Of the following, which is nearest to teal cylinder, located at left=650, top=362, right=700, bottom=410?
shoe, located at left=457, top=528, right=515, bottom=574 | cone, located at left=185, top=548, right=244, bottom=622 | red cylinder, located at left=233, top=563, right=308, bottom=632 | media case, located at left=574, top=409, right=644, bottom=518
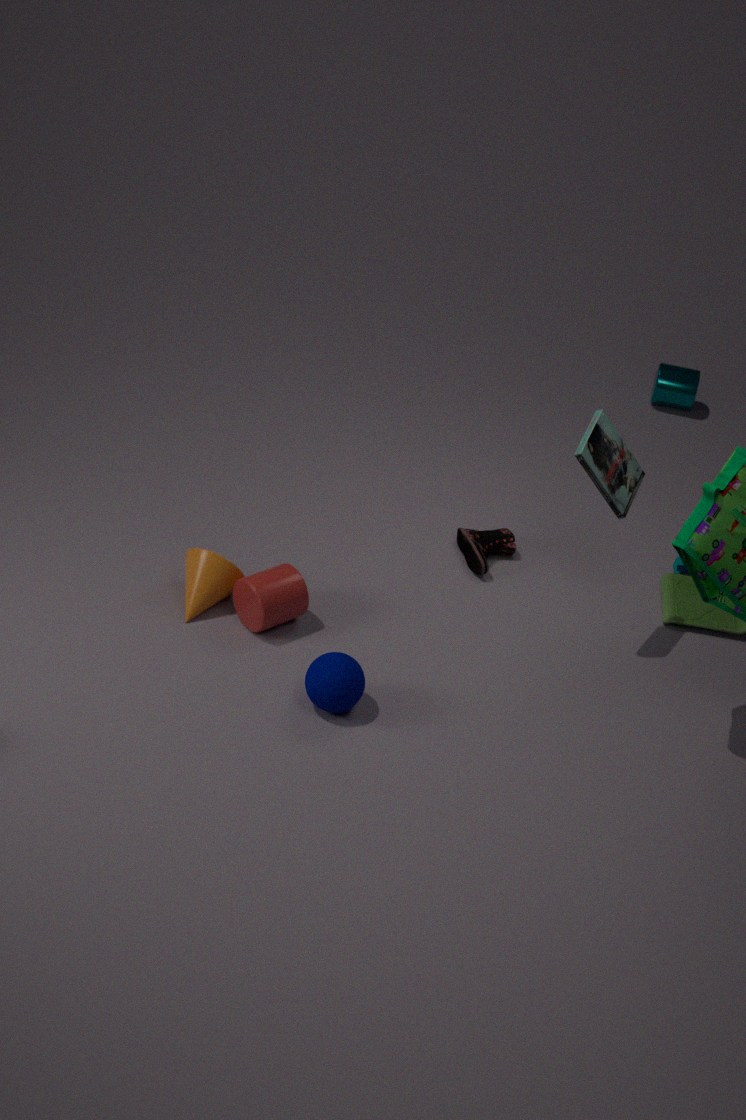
shoe, located at left=457, top=528, right=515, bottom=574
